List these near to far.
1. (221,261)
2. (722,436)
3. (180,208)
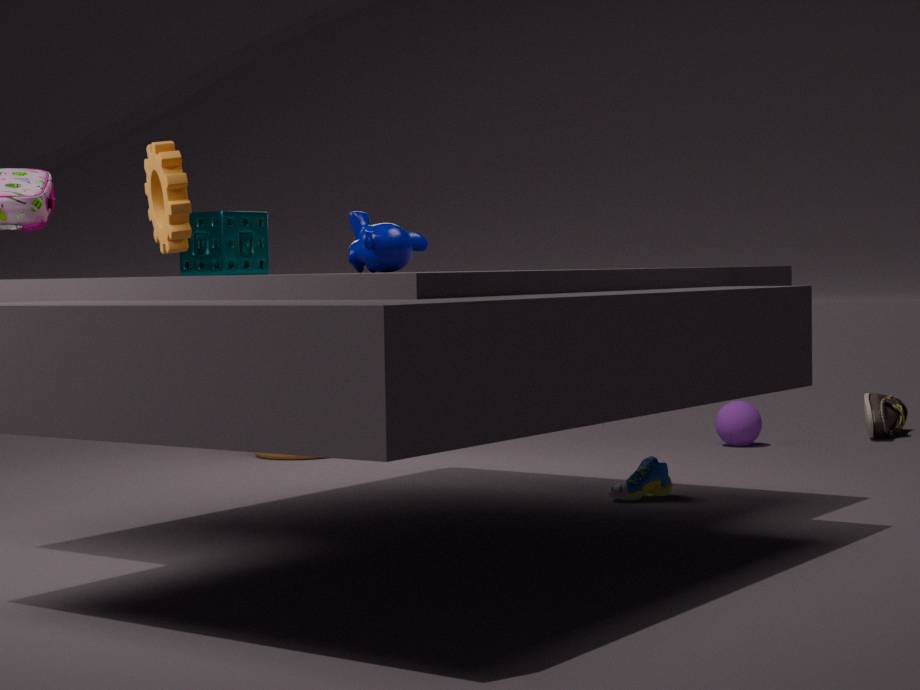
(180,208) < (221,261) < (722,436)
